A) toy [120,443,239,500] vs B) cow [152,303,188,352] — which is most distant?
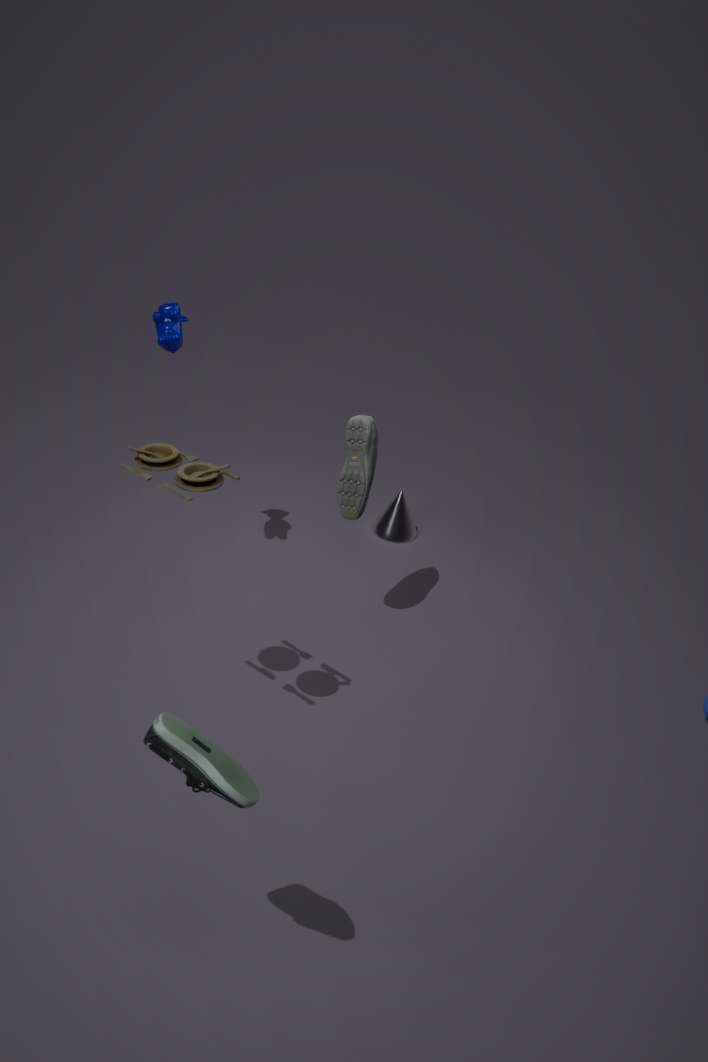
B. cow [152,303,188,352]
